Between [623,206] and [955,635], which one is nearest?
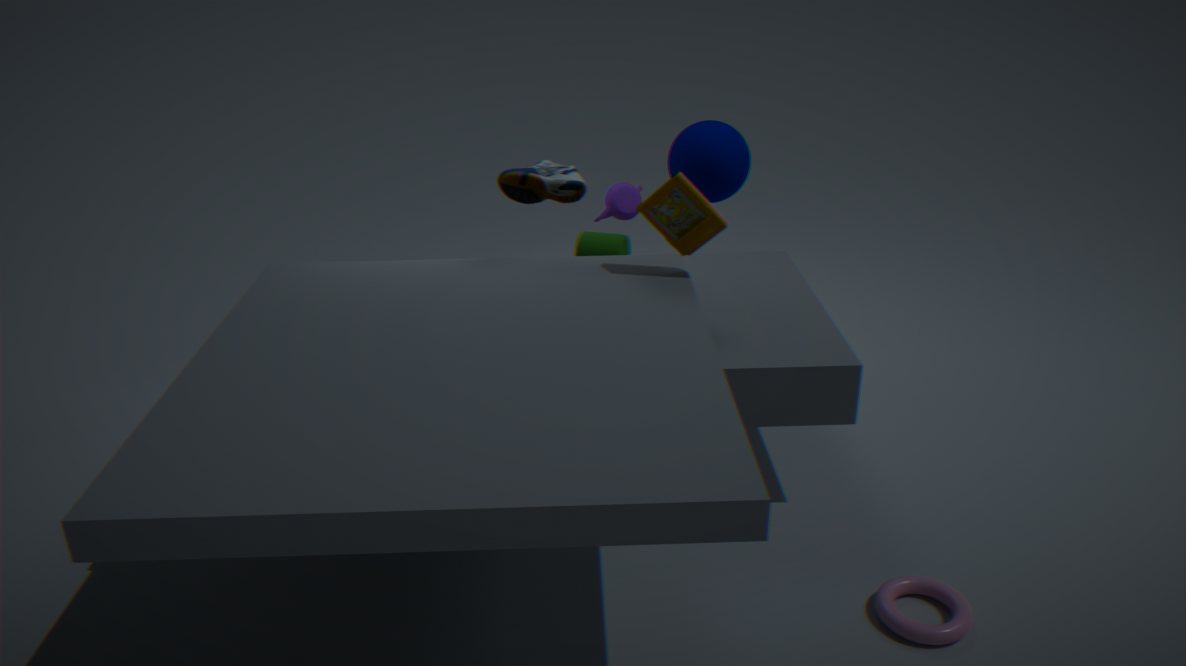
[955,635]
